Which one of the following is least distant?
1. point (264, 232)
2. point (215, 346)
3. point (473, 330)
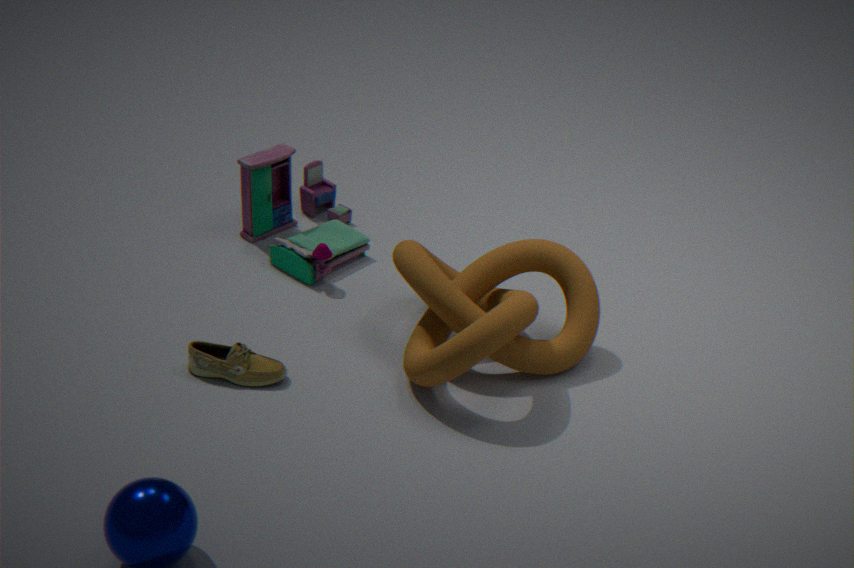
point (473, 330)
